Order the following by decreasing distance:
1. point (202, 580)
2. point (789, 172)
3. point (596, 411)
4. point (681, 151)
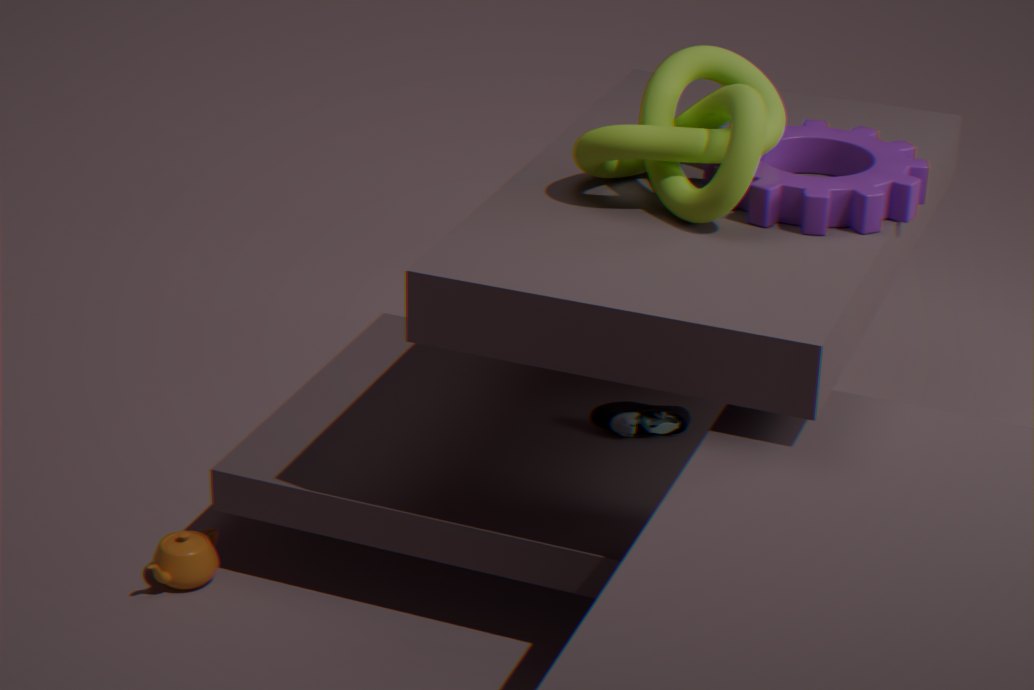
point (596, 411)
point (202, 580)
point (789, 172)
point (681, 151)
